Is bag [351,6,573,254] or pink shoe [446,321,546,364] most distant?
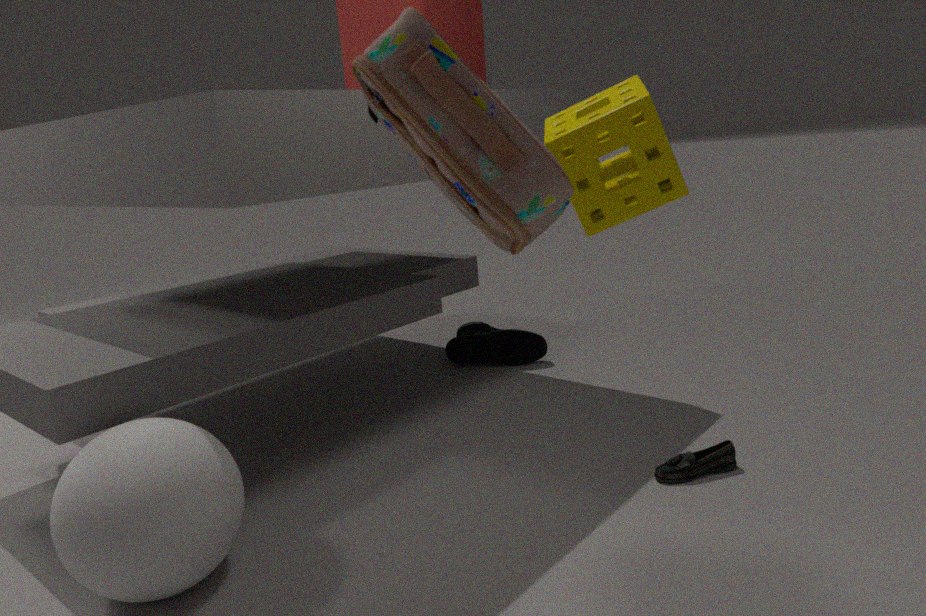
pink shoe [446,321,546,364]
